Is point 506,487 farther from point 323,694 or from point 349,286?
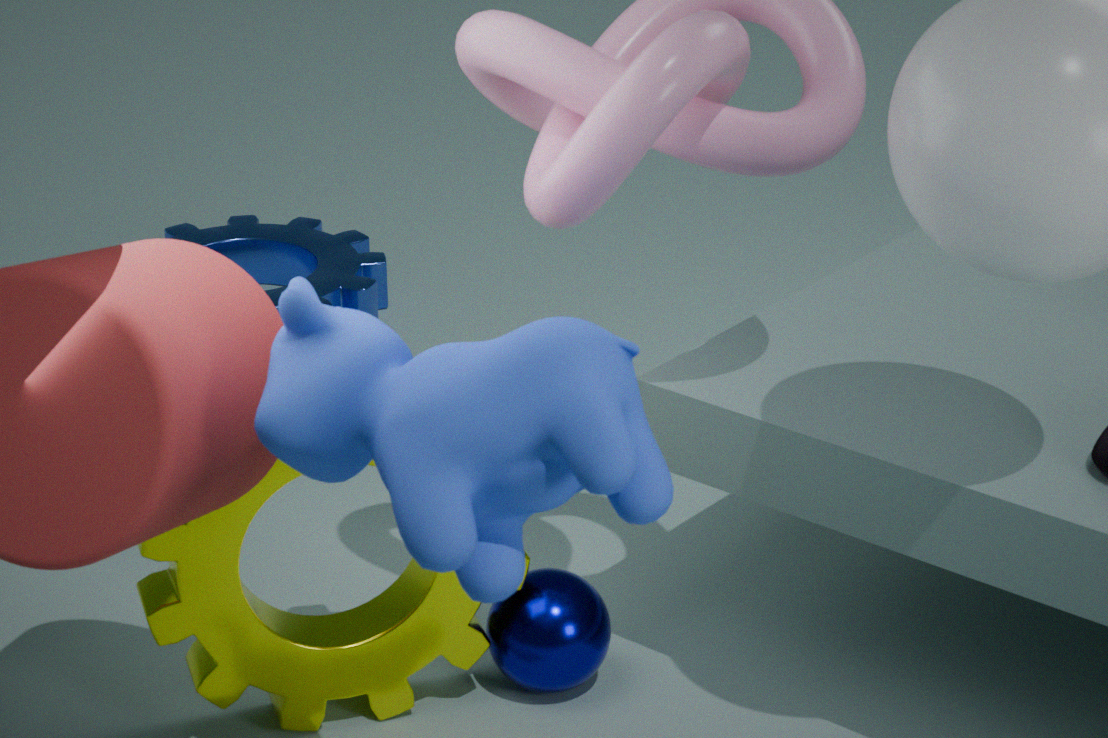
point 349,286
